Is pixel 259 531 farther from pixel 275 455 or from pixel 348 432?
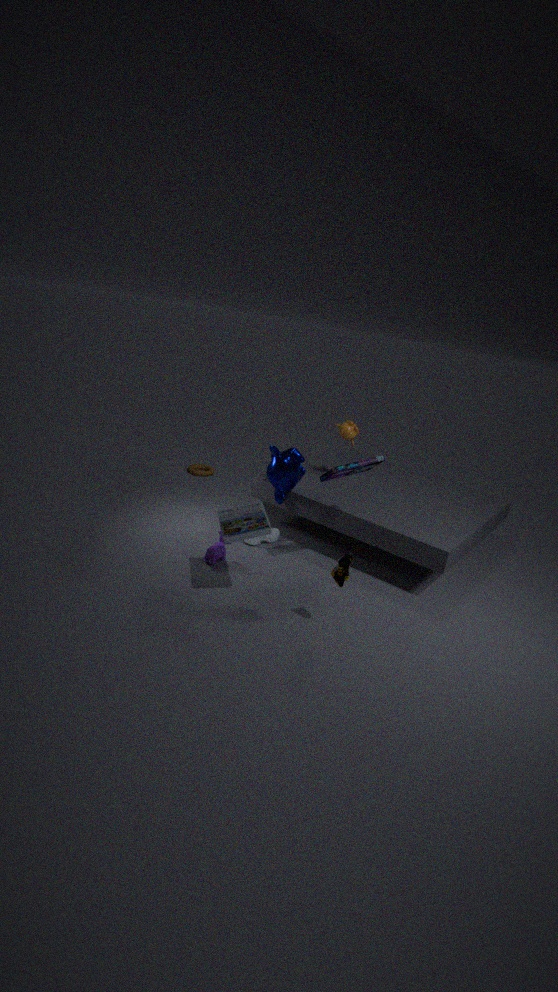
pixel 348 432
